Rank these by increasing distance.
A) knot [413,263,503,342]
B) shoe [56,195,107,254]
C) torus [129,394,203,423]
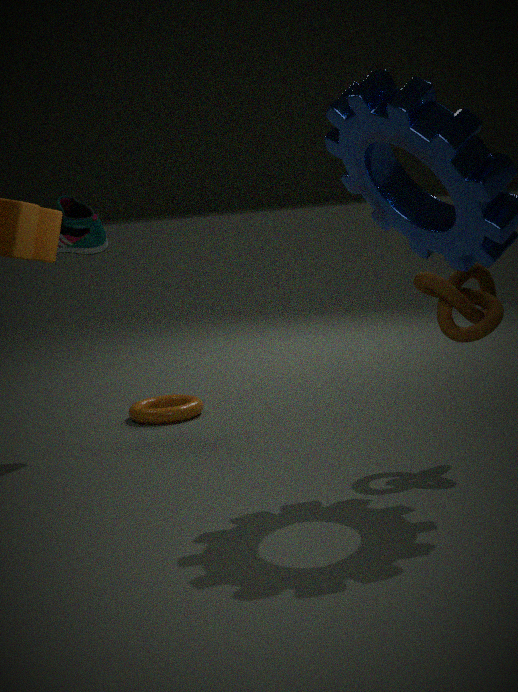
knot [413,263,503,342] → shoe [56,195,107,254] → torus [129,394,203,423]
